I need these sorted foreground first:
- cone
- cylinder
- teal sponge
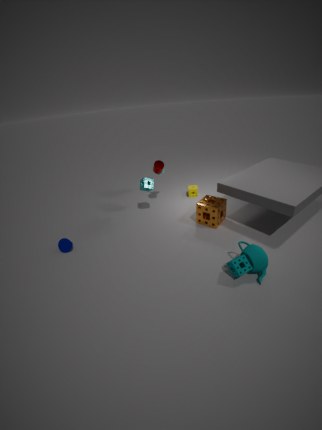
teal sponge, cone, cylinder
